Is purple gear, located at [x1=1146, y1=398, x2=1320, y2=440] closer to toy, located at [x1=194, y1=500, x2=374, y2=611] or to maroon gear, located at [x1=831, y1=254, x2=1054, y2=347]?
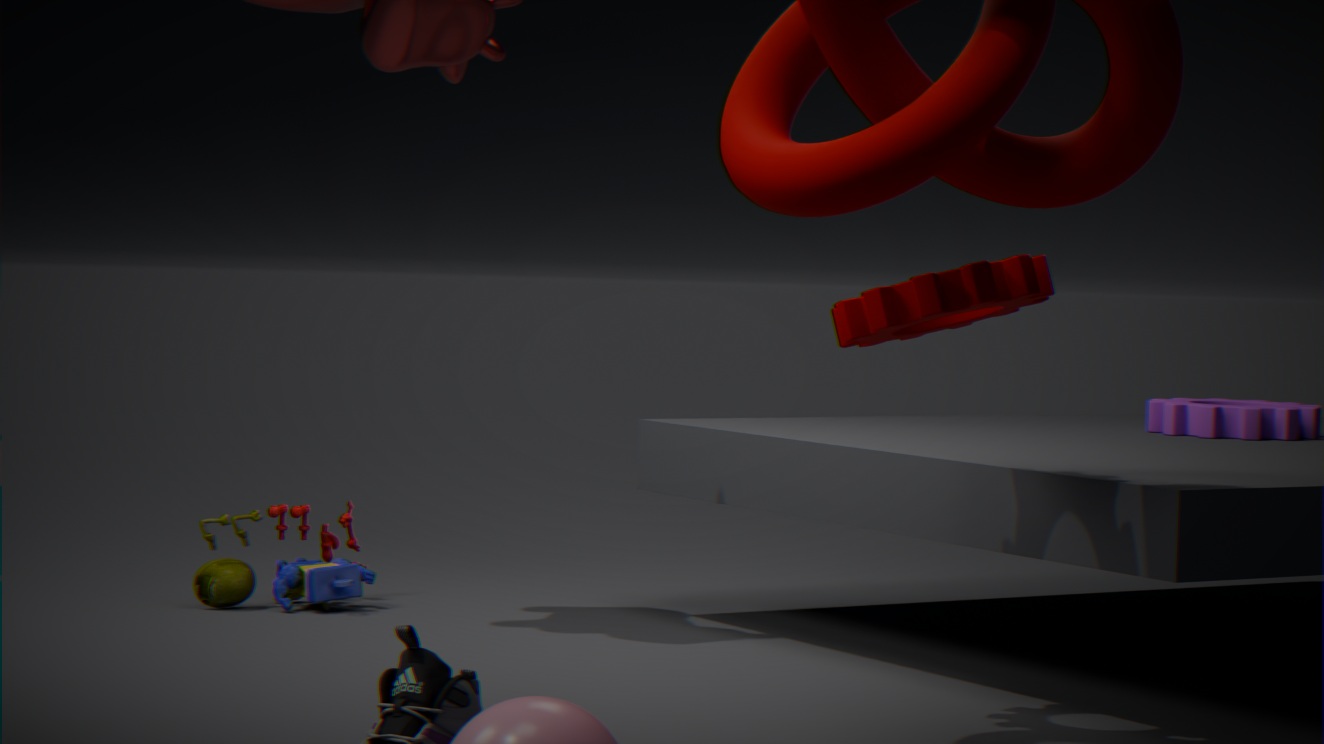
maroon gear, located at [x1=831, y1=254, x2=1054, y2=347]
